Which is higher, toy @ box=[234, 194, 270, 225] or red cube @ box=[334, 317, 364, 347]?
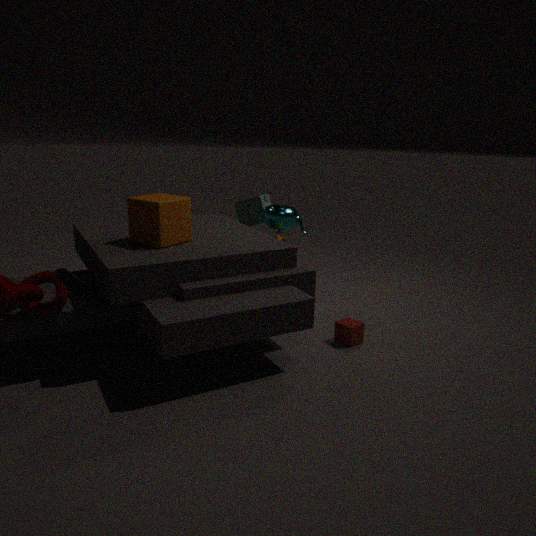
toy @ box=[234, 194, 270, 225]
